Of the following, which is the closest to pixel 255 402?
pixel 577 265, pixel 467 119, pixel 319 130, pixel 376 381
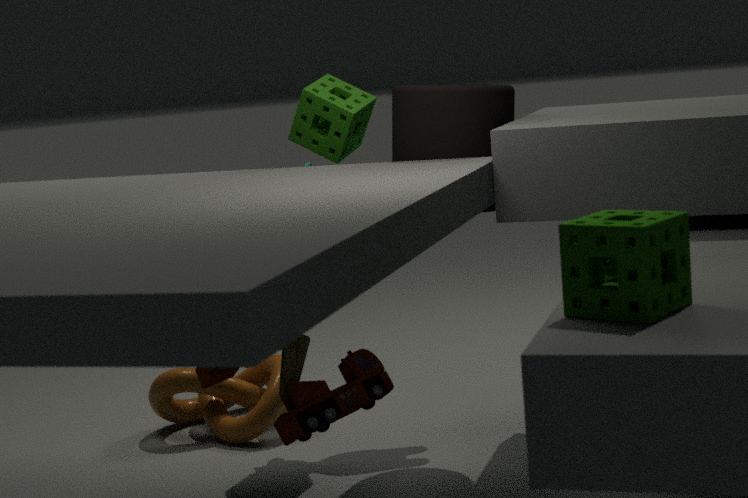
pixel 319 130
